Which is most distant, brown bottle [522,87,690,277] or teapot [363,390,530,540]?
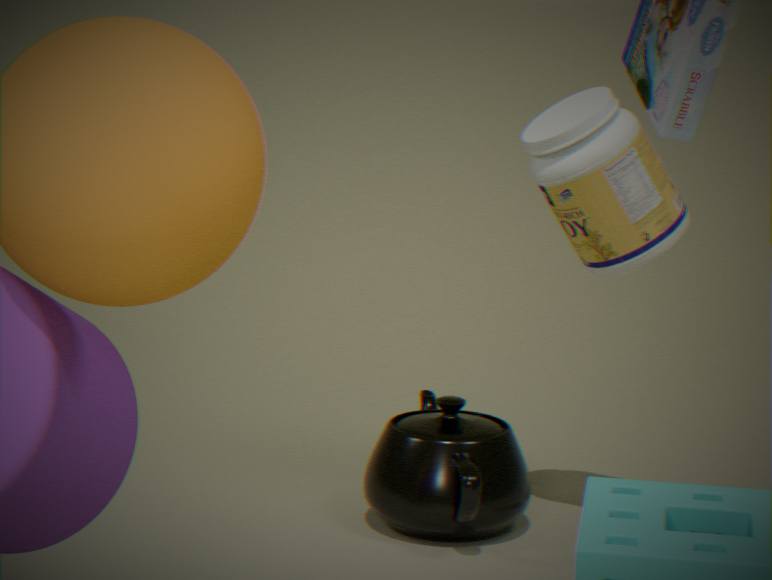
teapot [363,390,530,540]
